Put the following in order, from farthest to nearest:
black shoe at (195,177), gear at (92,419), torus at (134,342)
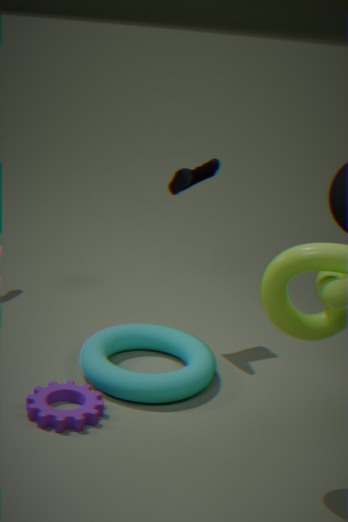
1. black shoe at (195,177)
2. torus at (134,342)
3. gear at (92,419)
